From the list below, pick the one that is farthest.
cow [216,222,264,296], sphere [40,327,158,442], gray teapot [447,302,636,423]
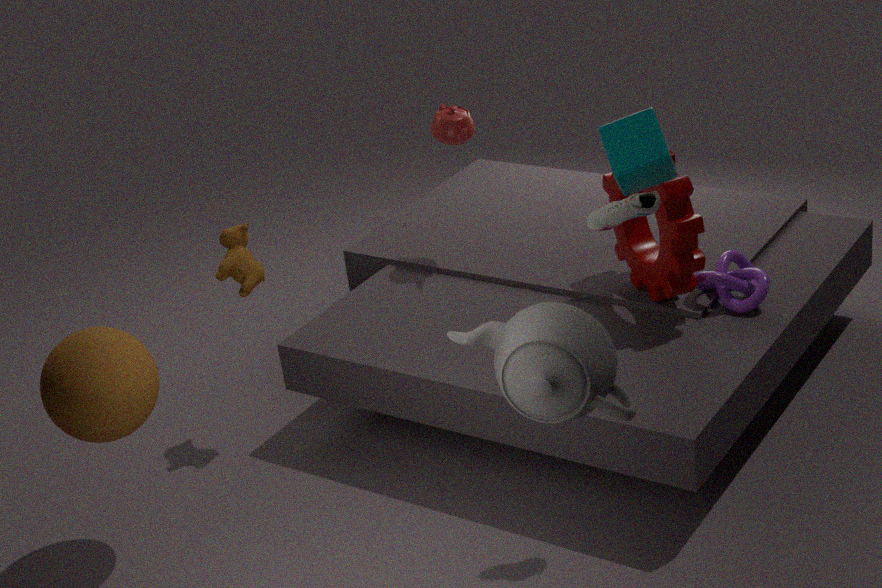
cow [216,222,264,296]
